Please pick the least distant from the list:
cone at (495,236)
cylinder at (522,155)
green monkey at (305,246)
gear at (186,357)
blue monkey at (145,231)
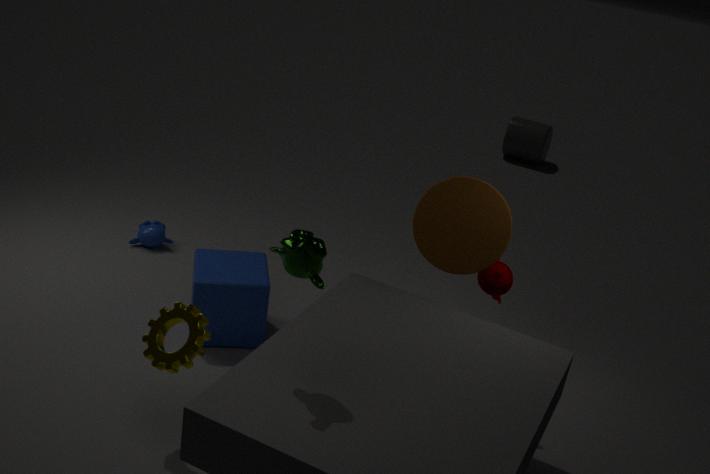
green monkey at (305,246)
